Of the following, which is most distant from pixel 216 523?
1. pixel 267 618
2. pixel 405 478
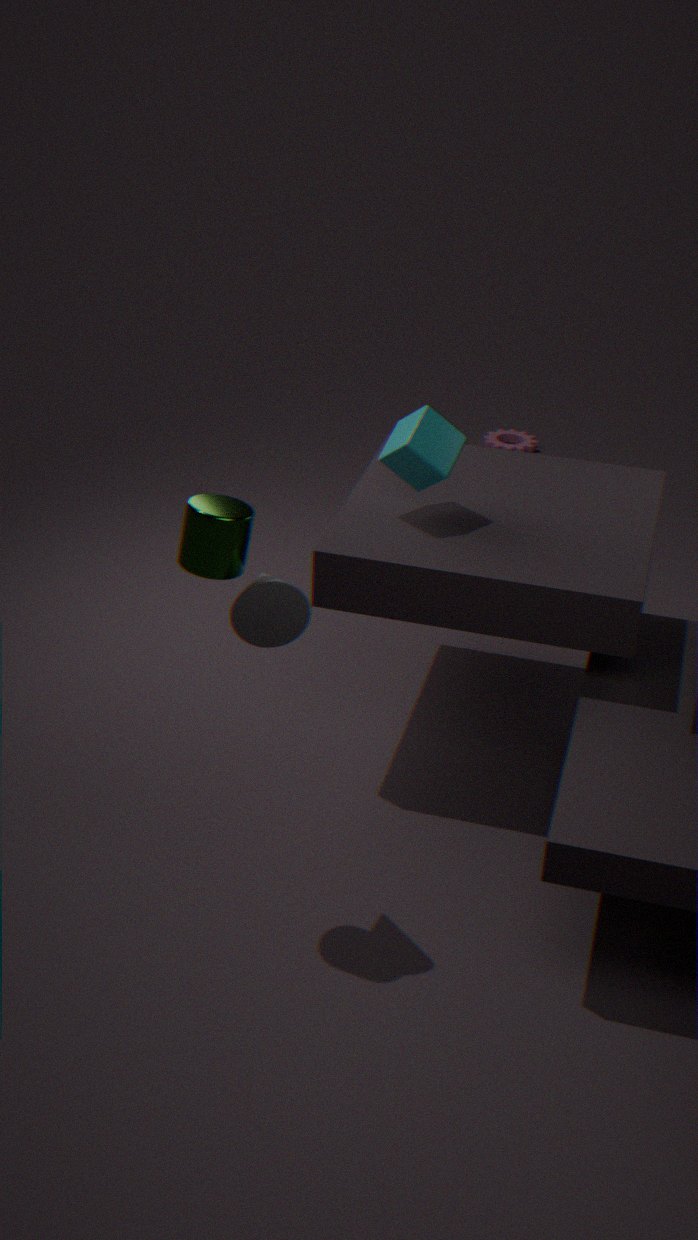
pixel 405 478
